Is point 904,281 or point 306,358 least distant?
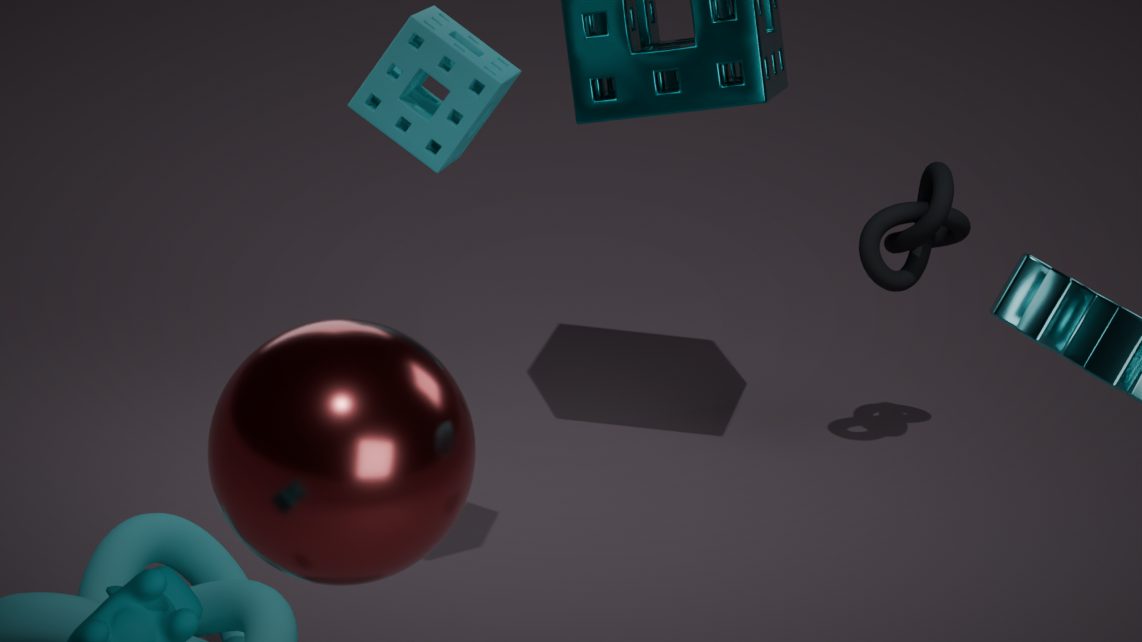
point 306,358
